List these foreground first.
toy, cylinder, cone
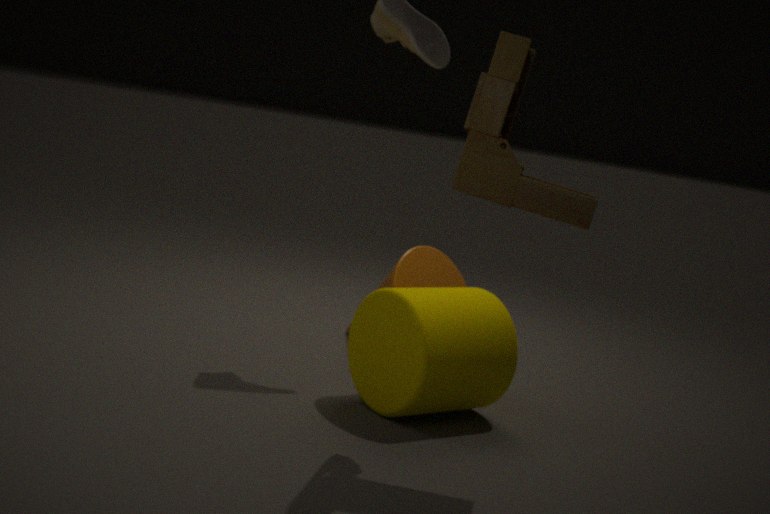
toy < cylinder < cone
